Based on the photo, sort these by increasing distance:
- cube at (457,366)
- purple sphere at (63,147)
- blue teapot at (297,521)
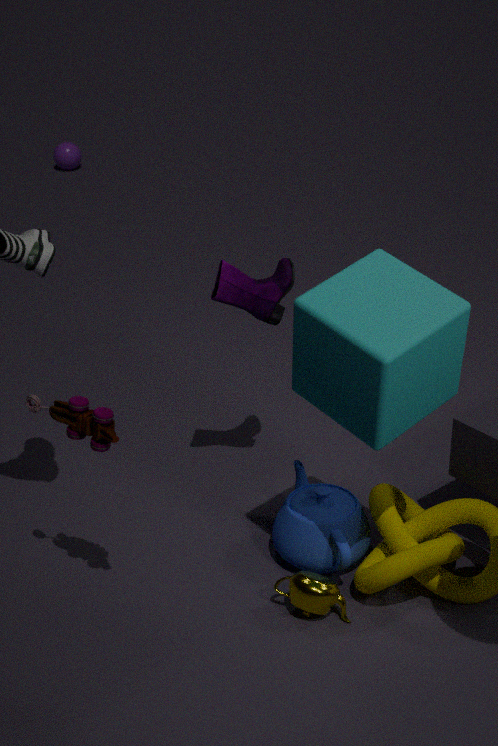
cube at (457,366) → blue teapot at (297,521) → purple sphere at (63,147)
